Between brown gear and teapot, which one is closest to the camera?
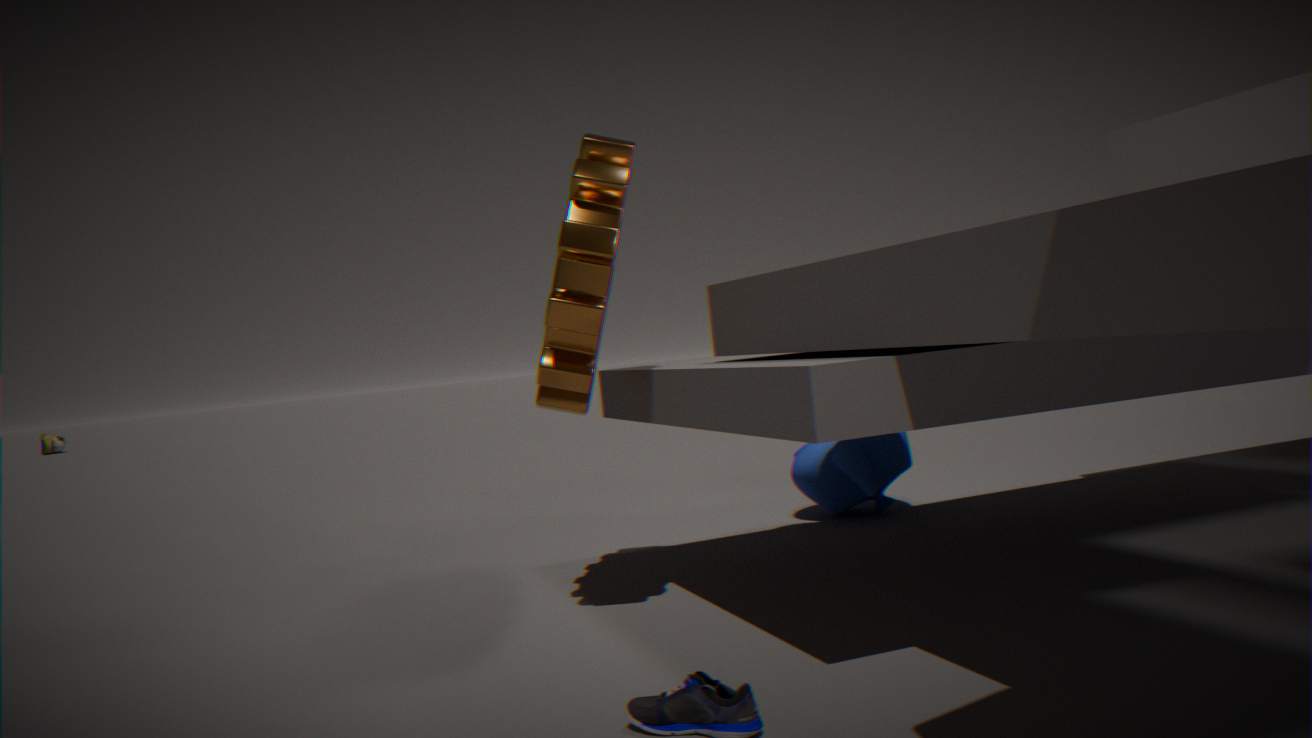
brown gear
